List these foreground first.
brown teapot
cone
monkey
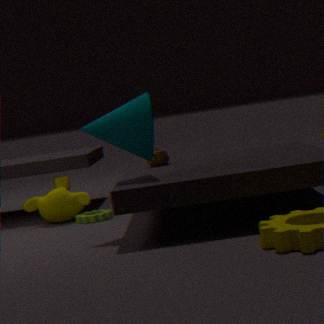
1. cone
2. brown teapot
3. monkey
